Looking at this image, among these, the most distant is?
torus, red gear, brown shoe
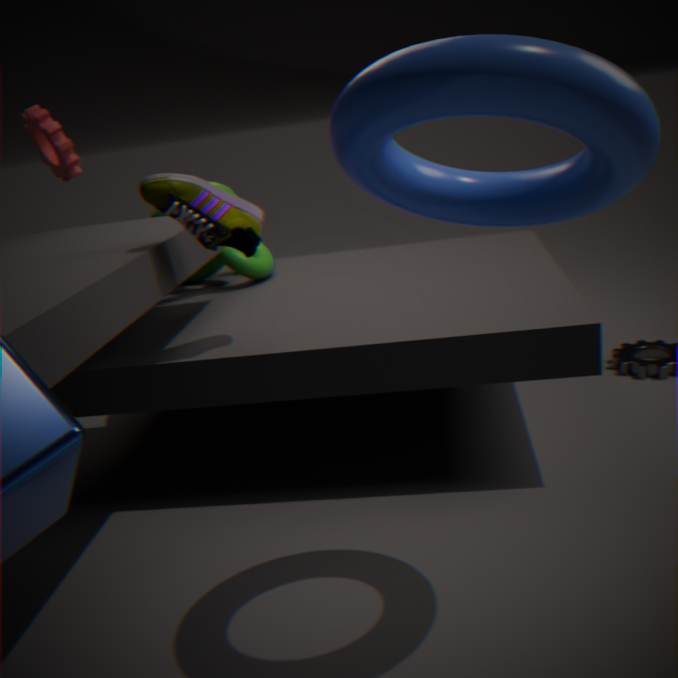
red gear
